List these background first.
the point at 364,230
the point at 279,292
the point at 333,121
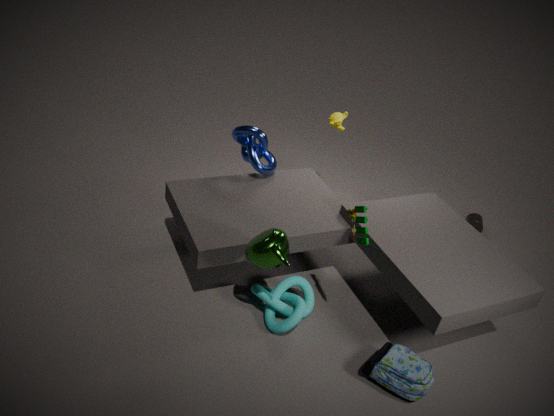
1. the point at 333,121
2. the point at 279,292
3. the point at 364,230
